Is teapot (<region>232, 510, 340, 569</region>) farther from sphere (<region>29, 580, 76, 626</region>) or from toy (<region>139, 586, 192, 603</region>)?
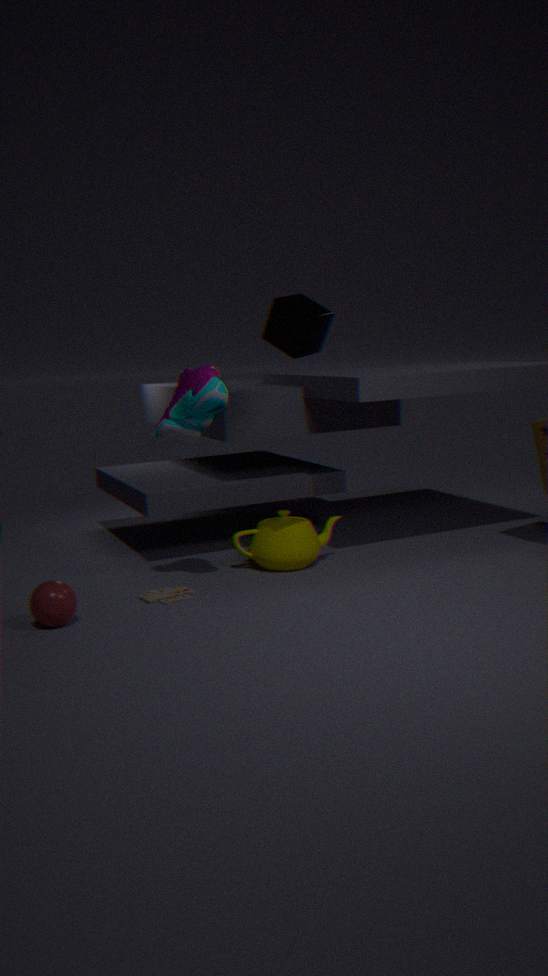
sphere (<region>29, 580, 76, 626</region>)
